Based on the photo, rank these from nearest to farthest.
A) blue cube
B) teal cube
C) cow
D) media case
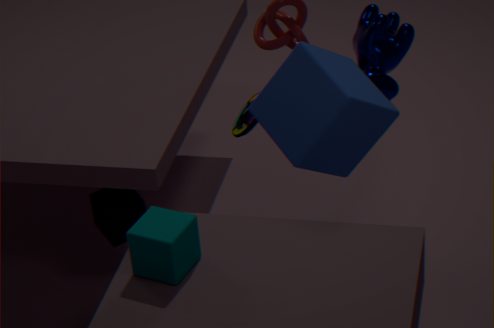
teal cube → blue cube → cow → media case
